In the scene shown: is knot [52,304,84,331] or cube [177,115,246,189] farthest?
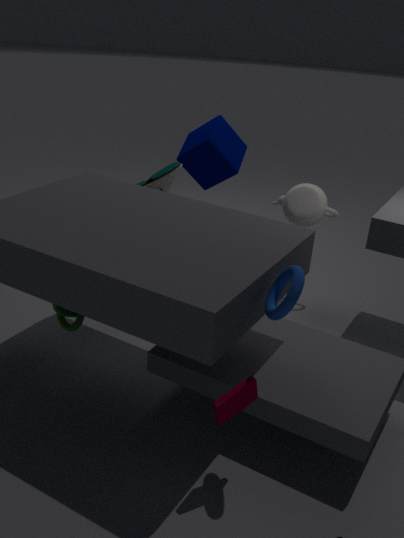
cube [177,115,246,189]
